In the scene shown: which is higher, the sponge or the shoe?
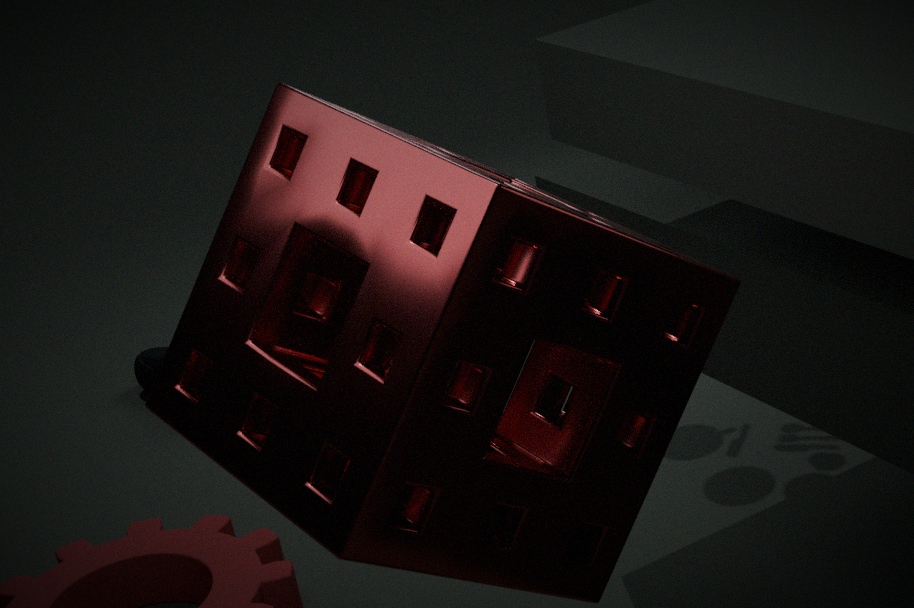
the sponge
